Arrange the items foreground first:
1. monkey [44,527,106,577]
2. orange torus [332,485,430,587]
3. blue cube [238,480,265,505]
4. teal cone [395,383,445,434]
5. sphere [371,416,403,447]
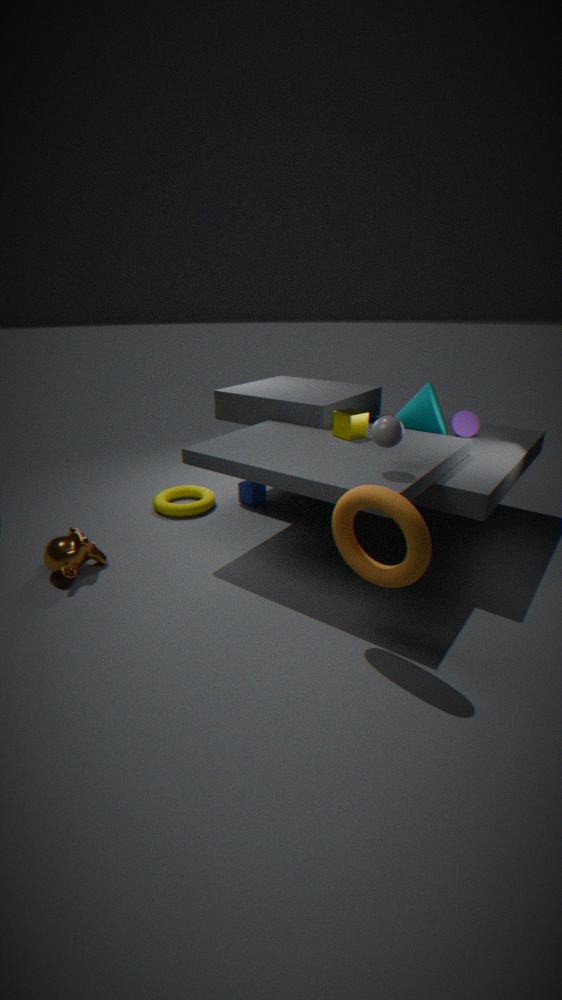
1. orange torus [332,485,430,587]
2. sphere [371,416,403,447]
3. monkey [44,527,106,577]
4. teal cone [395,383,445,434]
5. blue cube [238,480,265,505]
